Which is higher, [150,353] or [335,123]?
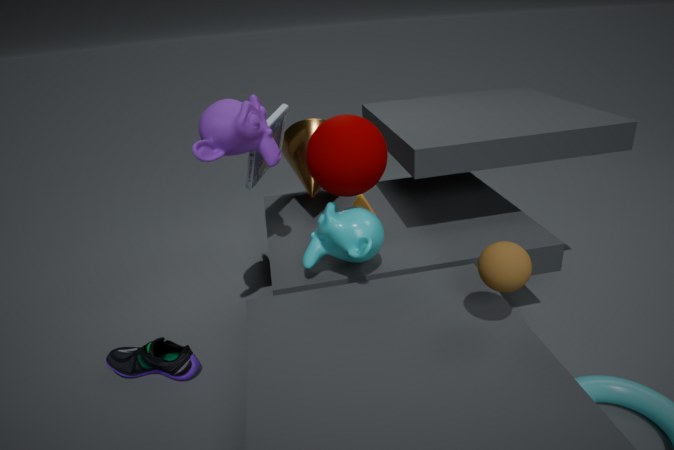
[335,123]
